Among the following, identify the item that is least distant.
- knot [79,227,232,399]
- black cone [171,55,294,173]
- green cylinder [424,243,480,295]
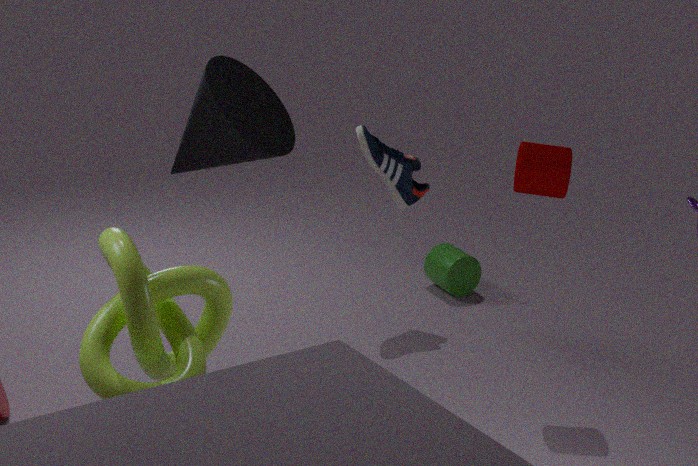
knot [79,227,232,399]
